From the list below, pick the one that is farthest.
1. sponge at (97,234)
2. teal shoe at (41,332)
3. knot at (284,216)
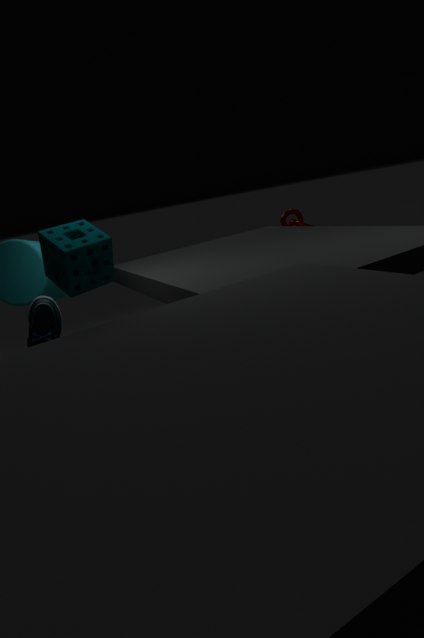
knot at (284,216)
